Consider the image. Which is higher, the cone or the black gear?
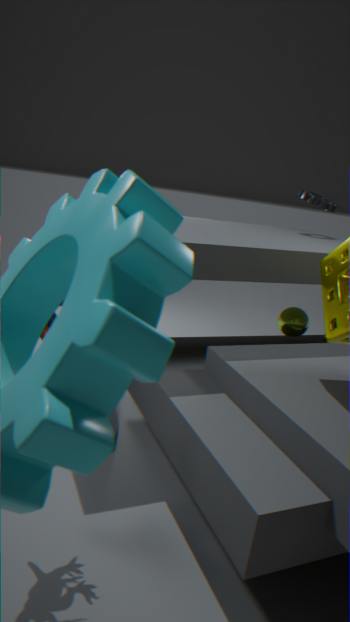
the black gear
